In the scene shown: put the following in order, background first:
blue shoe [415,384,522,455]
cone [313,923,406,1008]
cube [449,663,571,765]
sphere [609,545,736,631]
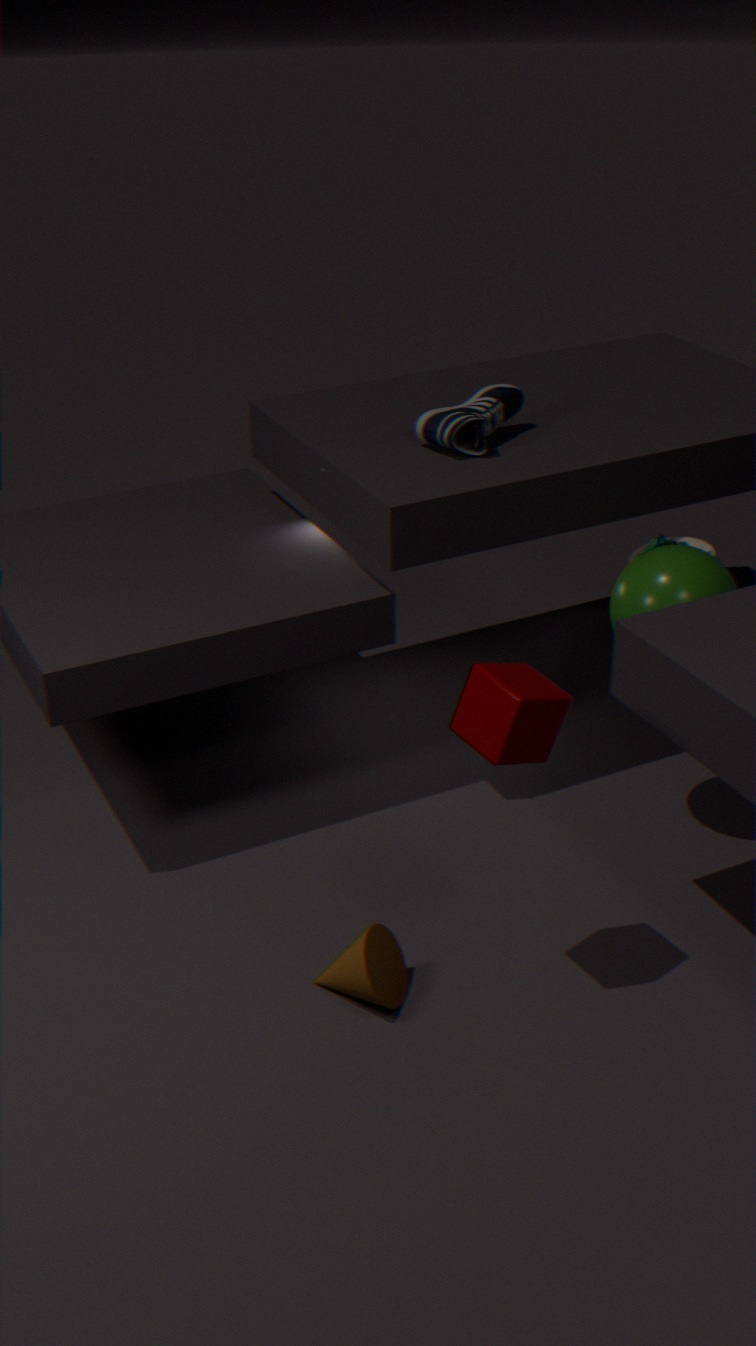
blue shoe [415,384,522,455] → sphere [609,545,736,631] → cone [313,923,406,1008] → cube [449,663,571,765]
